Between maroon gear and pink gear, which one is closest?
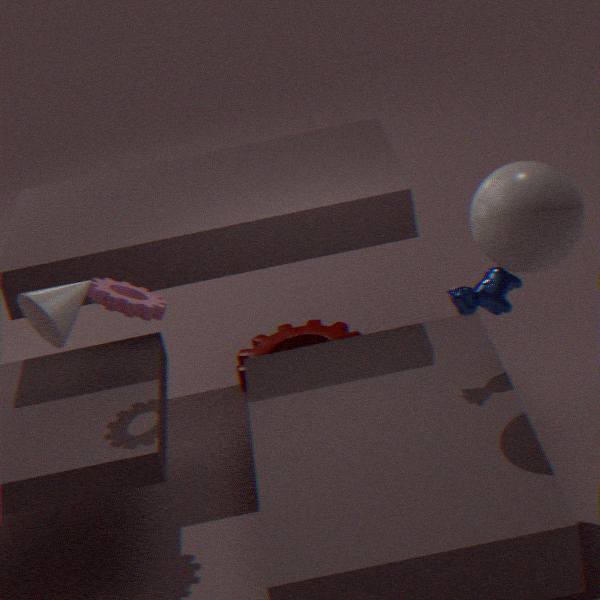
pink gear
